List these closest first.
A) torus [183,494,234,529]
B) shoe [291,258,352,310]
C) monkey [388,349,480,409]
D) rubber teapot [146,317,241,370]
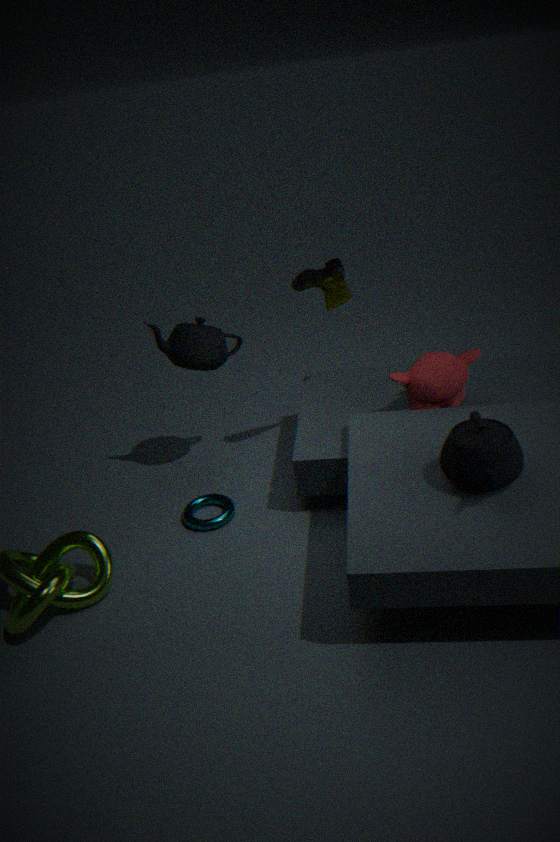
monkey [388,349,480,409] → torus [183,494,234,529] → shoe [291,258,352,310] → rubber teapot [146,317,241,370]
